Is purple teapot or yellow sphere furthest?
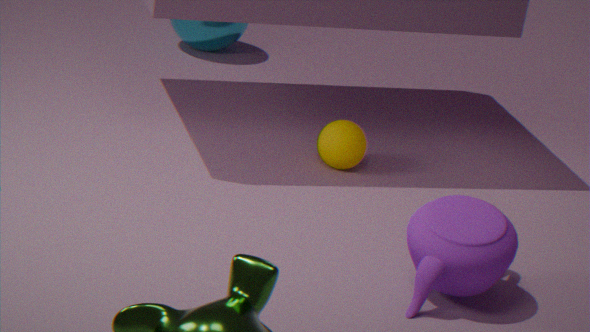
yellow sphere
